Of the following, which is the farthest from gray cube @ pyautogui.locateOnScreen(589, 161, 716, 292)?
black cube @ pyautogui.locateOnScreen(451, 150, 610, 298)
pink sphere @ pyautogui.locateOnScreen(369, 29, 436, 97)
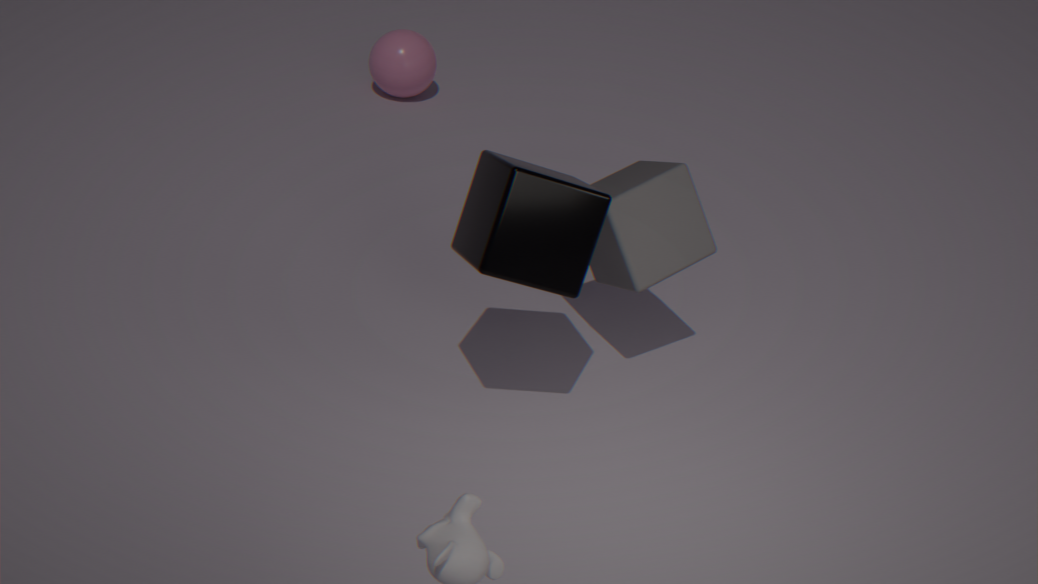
pink sphere @ pyautogui.locateOnScreen(369, 29, 436, 97)
